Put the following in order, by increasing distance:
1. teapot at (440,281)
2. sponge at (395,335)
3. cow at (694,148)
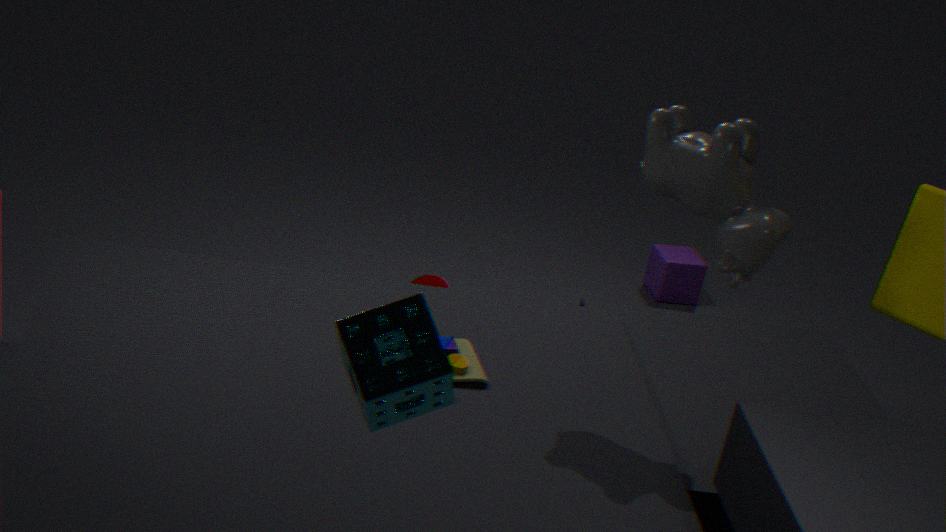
sponge at (395,335), cow at (694,148), teapot at (440,281)
